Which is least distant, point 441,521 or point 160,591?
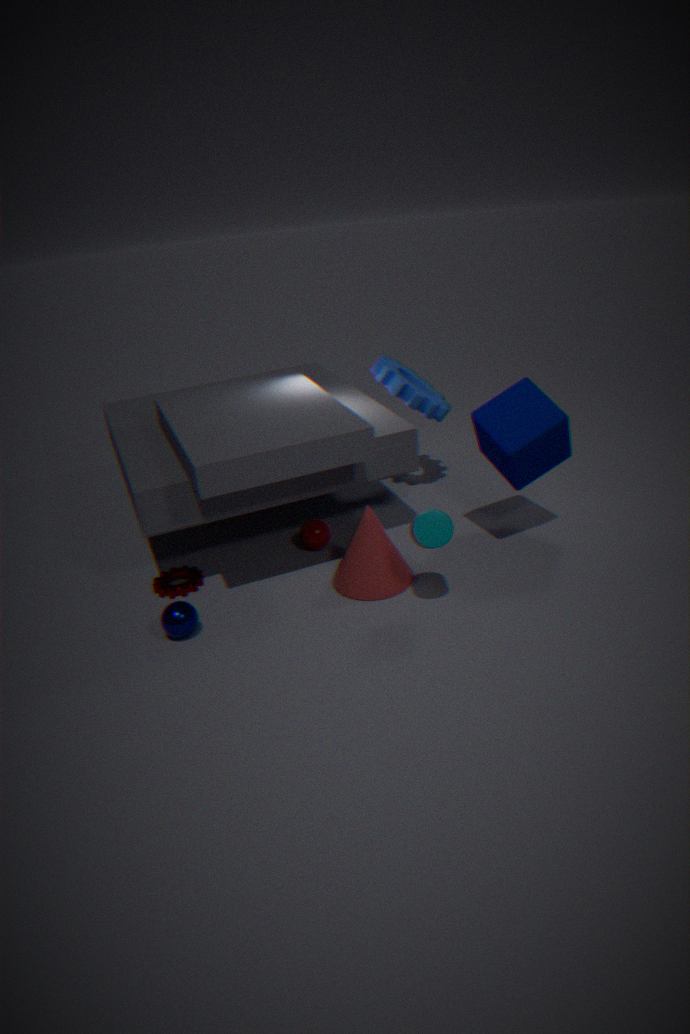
point 441,521
